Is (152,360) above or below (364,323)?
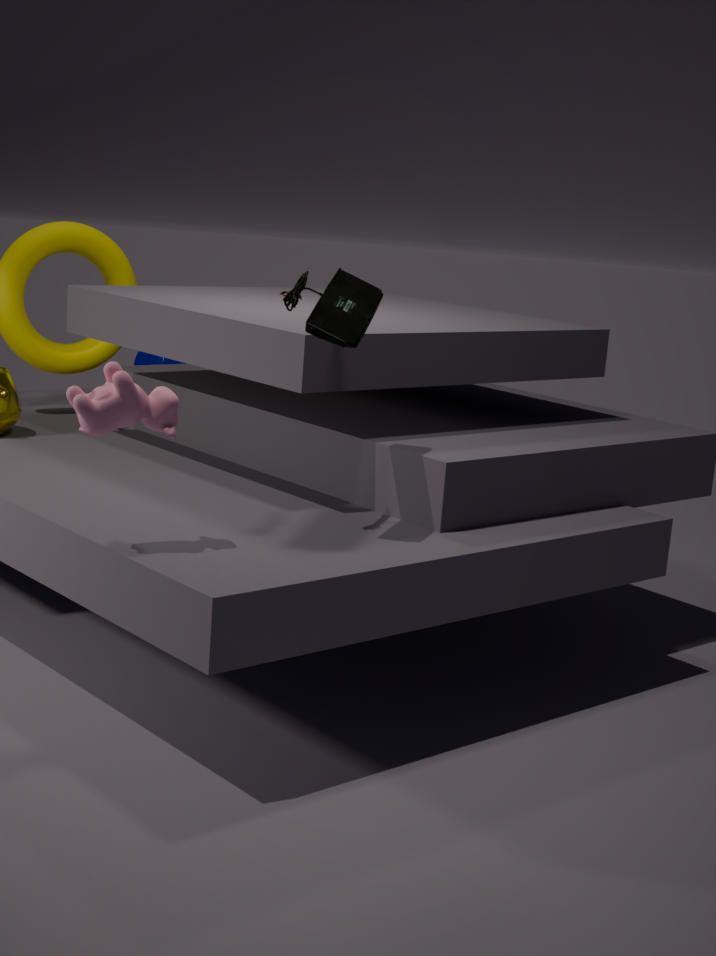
below
